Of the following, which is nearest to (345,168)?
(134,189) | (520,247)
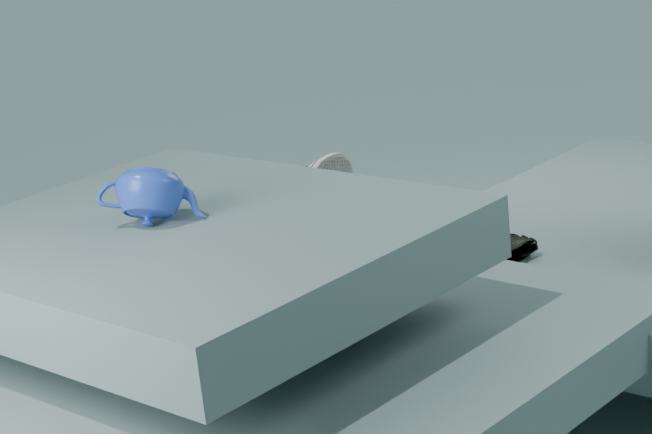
(520,247)
